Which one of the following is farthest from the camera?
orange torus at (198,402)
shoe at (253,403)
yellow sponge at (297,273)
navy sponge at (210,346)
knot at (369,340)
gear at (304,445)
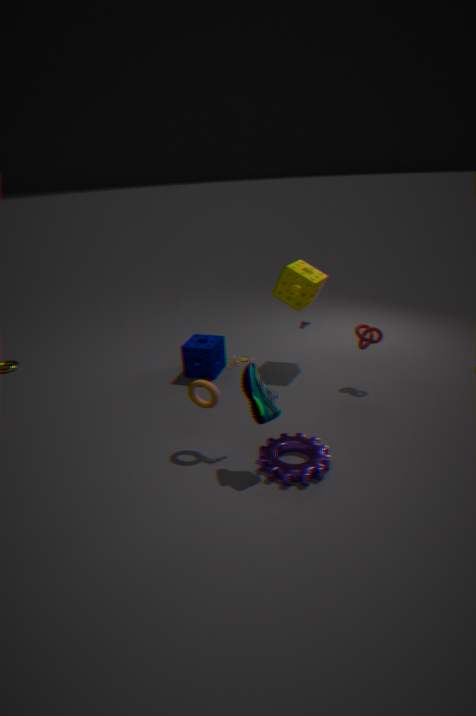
navy sponge at (210,346)
